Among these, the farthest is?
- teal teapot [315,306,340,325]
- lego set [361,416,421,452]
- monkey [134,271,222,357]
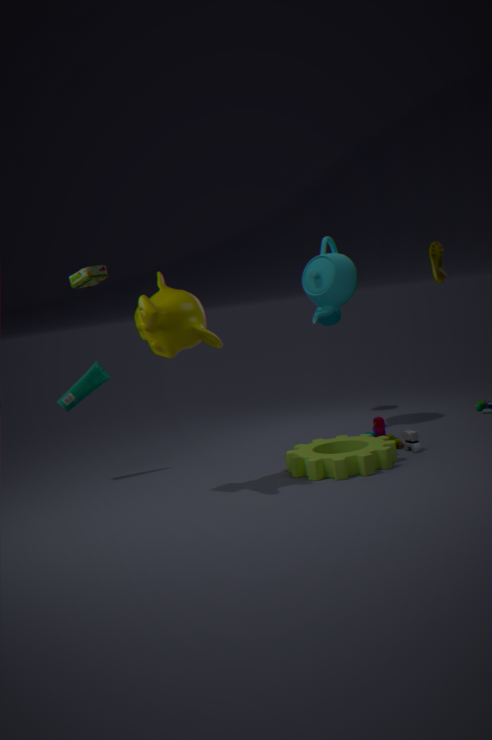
teal teapot [315,306,340,325]
